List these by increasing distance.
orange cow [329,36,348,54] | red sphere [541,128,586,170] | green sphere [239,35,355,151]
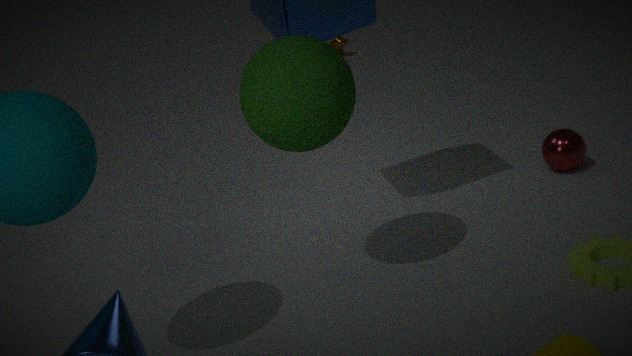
1. green sphere [239,35,355,151]
2. red sphere [541,128,586,170]
3. orange cow [329,36,348,54]
